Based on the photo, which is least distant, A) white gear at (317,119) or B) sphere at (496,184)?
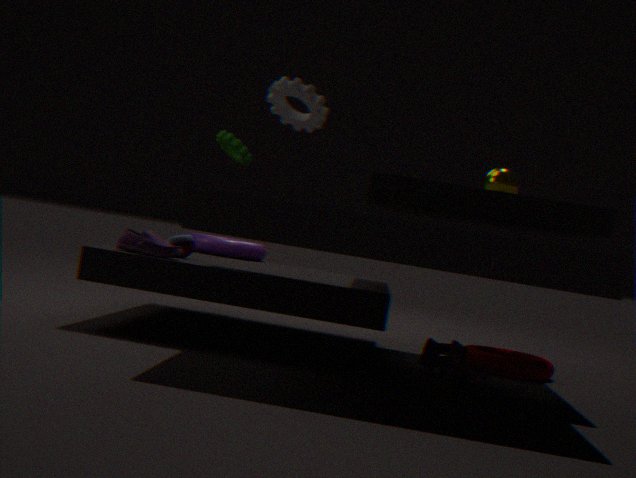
A. white gear at (317,119)
